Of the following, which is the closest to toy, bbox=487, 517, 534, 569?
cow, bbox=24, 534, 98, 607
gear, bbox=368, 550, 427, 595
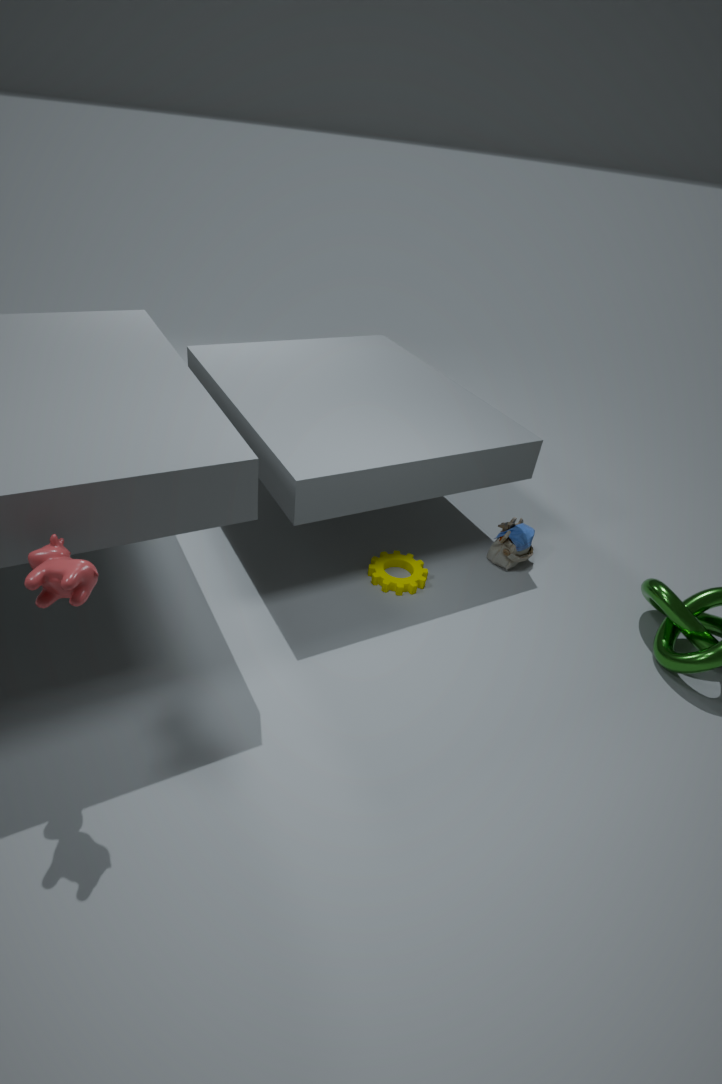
gear, bbox=368, 550, 427, 595
